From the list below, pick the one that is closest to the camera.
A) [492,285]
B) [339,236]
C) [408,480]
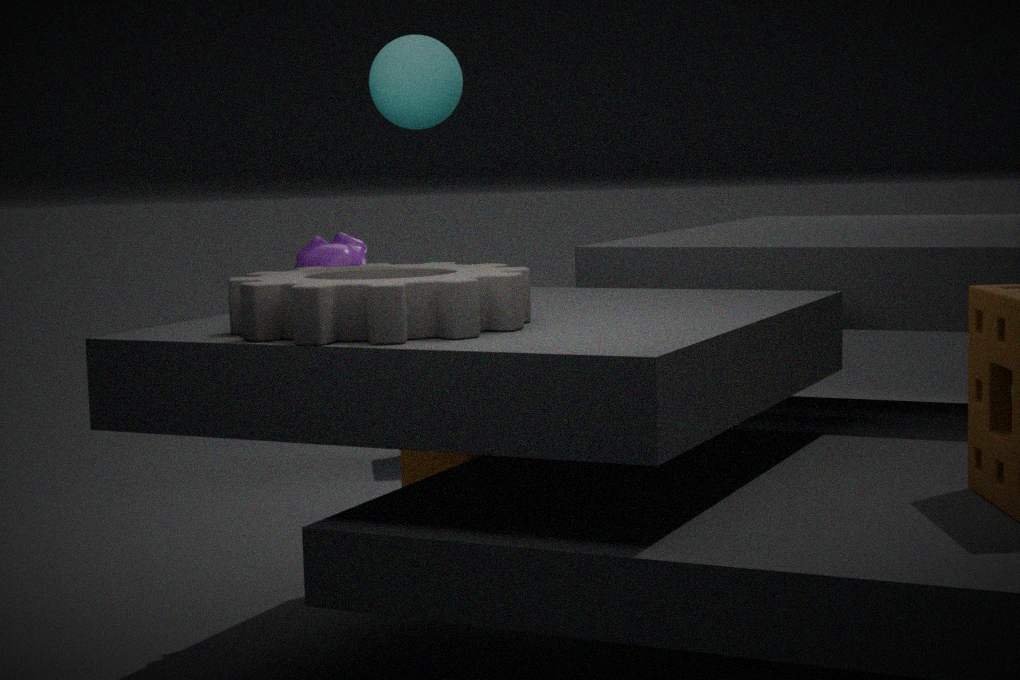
[492,285]
